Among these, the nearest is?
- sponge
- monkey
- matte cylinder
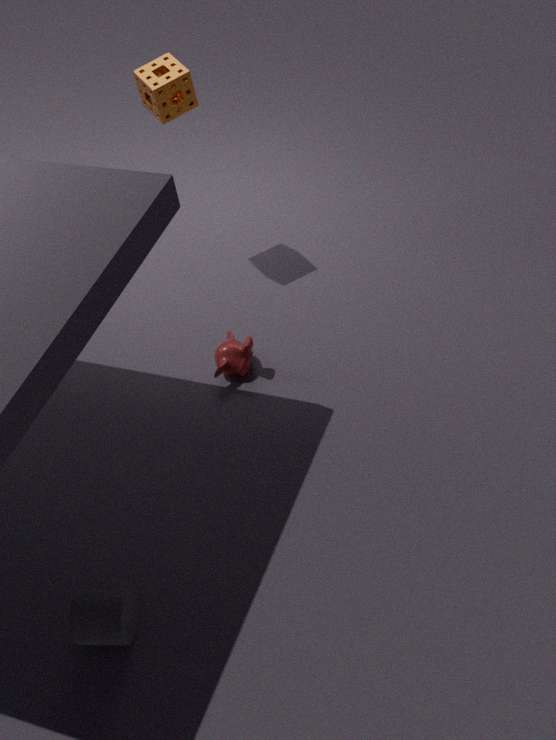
matte cylinder
